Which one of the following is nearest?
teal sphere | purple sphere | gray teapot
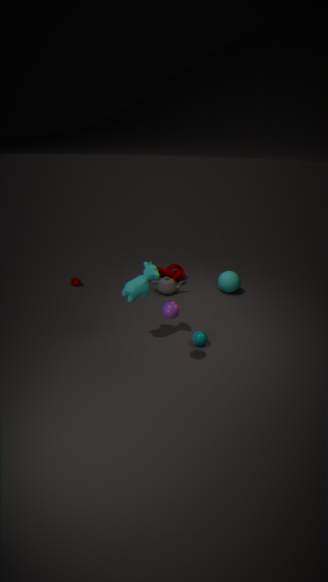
purple sphere
